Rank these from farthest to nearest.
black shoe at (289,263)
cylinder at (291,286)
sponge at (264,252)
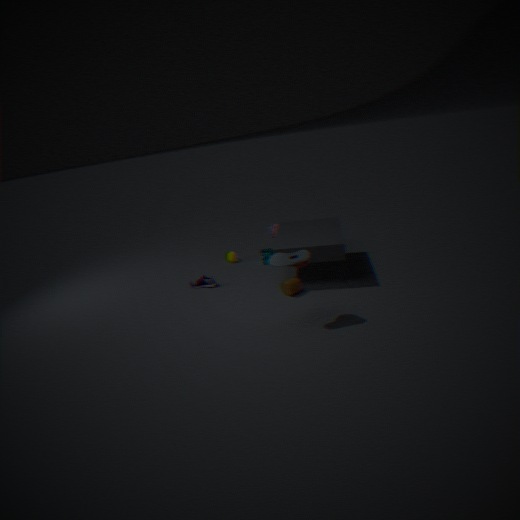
sponge at (264,252), cylinder at (291,286), black shoe at (289,263)
